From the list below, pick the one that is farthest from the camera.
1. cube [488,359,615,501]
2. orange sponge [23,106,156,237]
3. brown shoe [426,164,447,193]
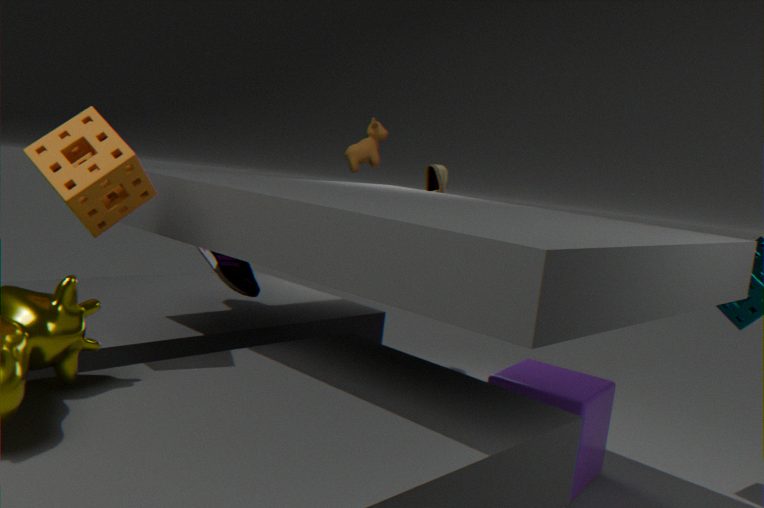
brown shoe [426,164,447,193]
